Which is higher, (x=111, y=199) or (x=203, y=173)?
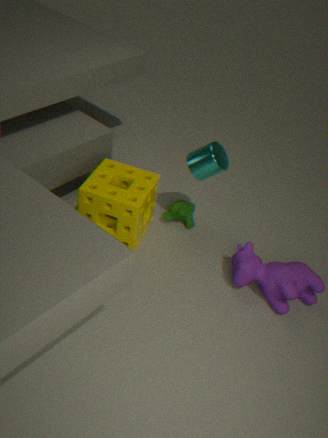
(x=203, y=173)
